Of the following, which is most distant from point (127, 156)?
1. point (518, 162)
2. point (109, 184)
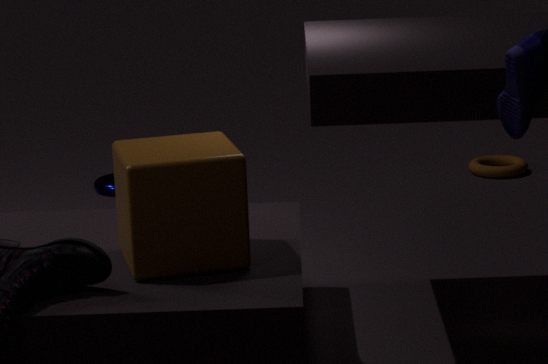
point (518, 162)
